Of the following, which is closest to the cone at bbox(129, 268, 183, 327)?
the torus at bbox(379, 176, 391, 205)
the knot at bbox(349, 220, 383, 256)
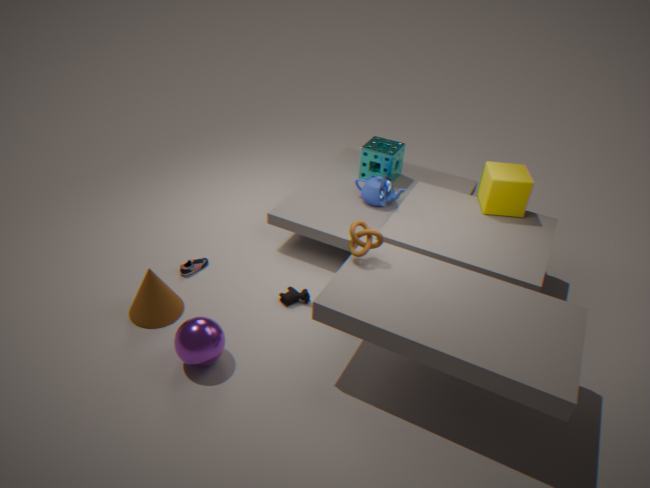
the knot at bbox(349, 220, 383, 256)
